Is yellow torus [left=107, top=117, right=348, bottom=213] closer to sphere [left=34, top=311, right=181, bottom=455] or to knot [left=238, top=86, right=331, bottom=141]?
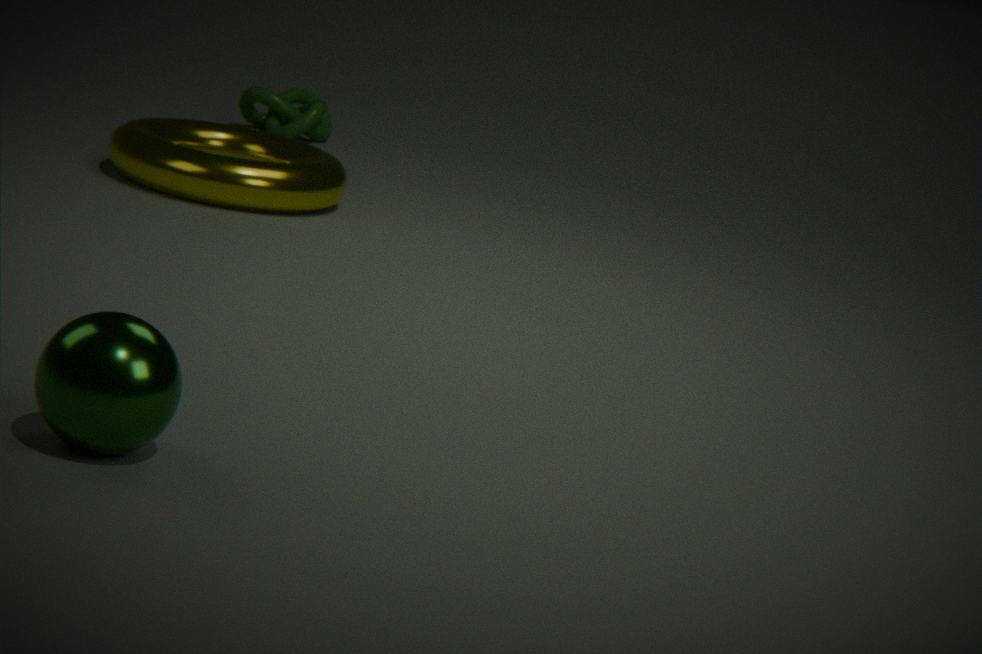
knot [left=238, top=86, right=331, bottom=141]
